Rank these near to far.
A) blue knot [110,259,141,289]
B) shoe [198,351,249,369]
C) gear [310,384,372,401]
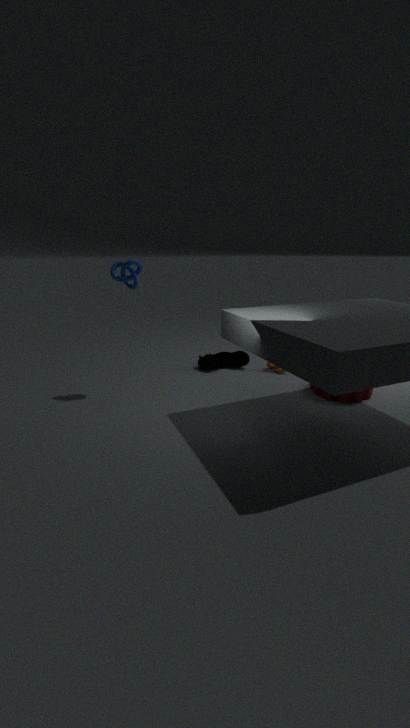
1. blue knot [110,259,141,289]
2. gear [310,384,372,401]
3. shoe [198,351,249,369]
